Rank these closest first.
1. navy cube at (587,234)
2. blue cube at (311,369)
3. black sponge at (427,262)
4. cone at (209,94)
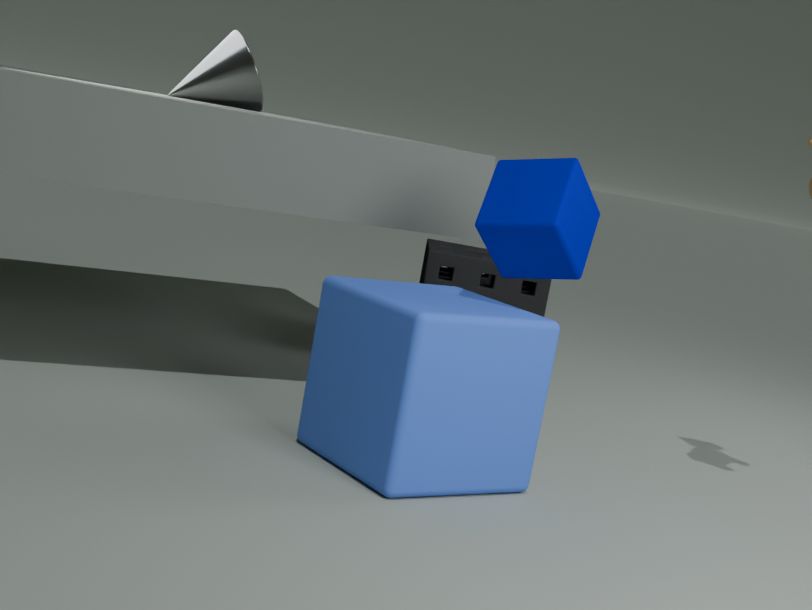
blue cube at (311,369) → navy cube at (587,234) → cone at (209,94) → black sponge at (427,262)
